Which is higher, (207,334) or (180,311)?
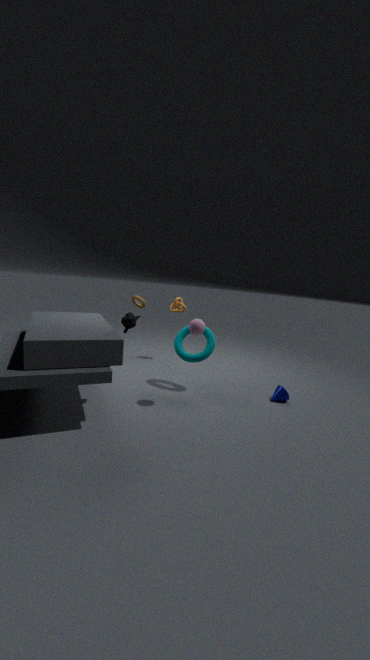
(180,311)
